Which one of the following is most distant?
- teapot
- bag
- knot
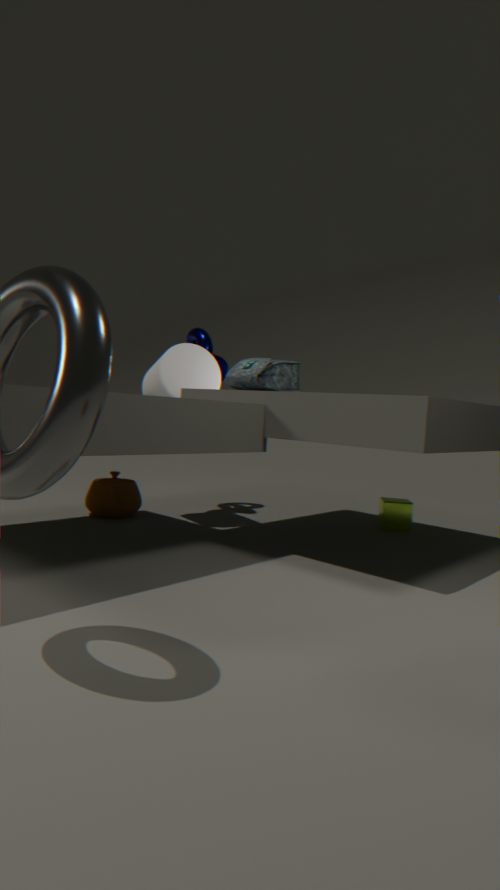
knot
